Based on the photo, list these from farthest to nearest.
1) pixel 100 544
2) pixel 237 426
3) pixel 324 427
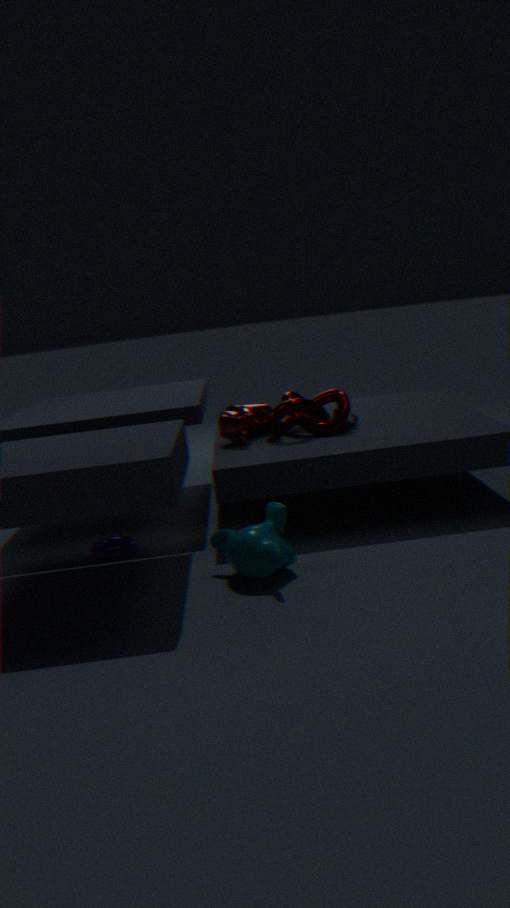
1. 2. pixel 237 426
2. 3. pixel 324 427
3. 1. pixel 100 544
